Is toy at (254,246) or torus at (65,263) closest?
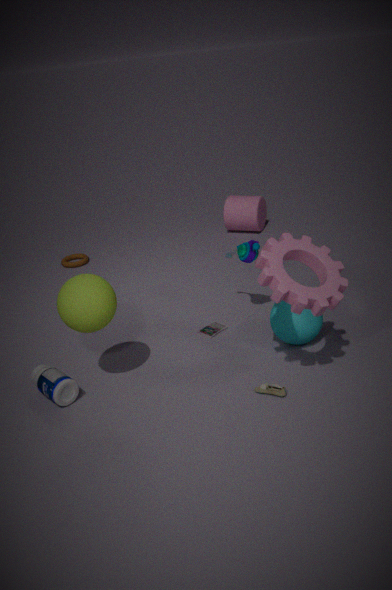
toy at (254,246)
